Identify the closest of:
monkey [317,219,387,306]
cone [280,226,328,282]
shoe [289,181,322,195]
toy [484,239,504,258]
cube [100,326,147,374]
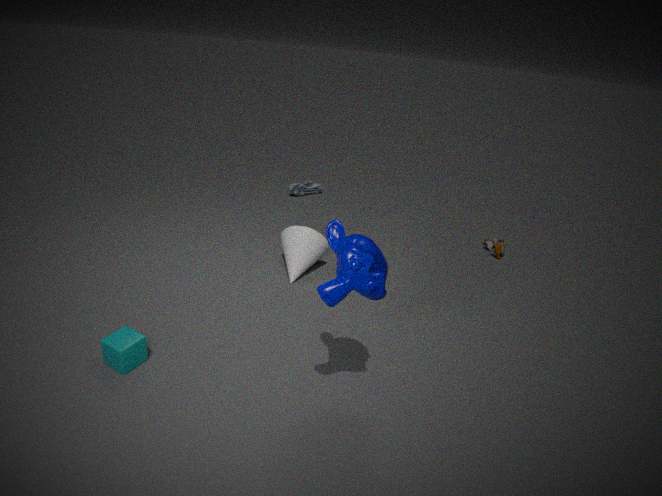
monkey [317,219,387,306]
